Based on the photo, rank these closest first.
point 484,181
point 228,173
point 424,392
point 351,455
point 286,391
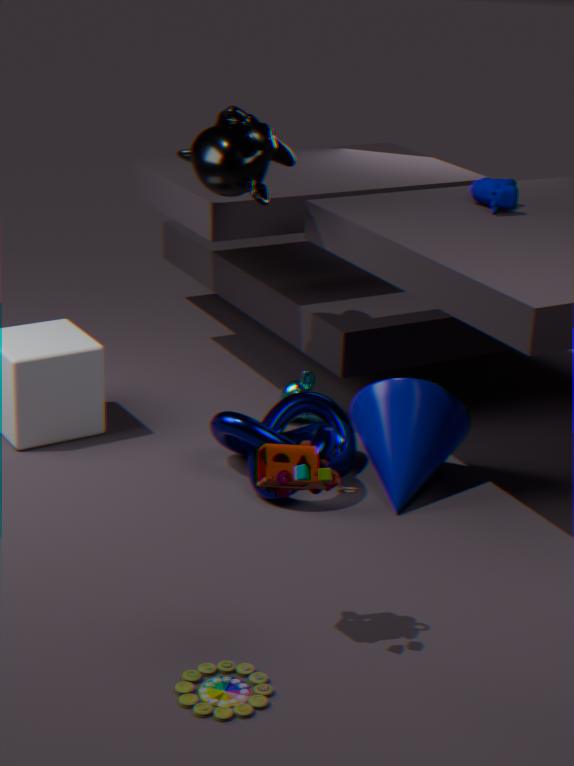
point 424,392, point 228,173, point 351,455, point 484,181, point 286,391
